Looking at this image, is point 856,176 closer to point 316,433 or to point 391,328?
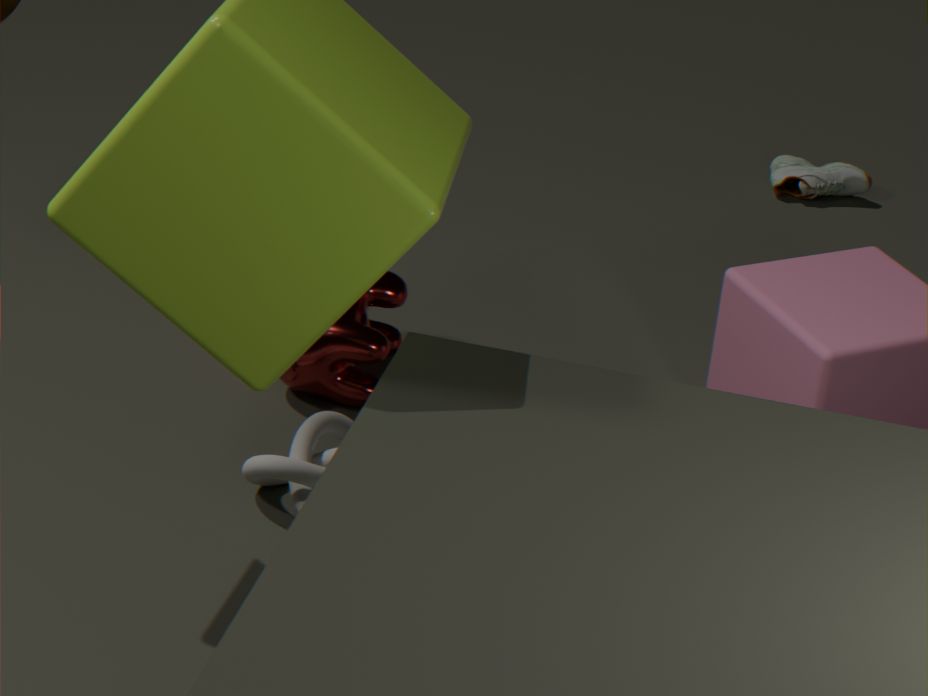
point 391,328
